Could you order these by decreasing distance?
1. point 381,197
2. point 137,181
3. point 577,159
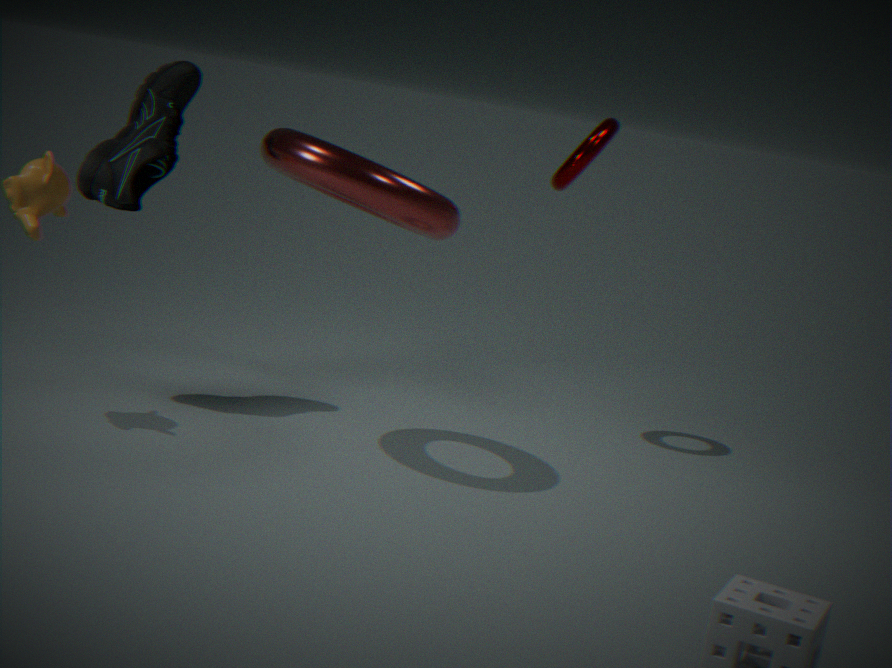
point 577,159 → point 137,181 → point 381,197
